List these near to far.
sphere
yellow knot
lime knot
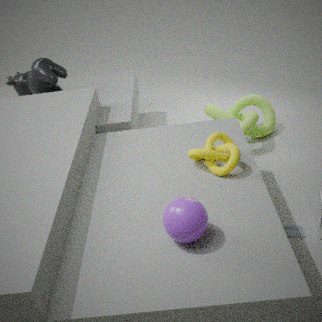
sphere < yellow knot < lime knot
